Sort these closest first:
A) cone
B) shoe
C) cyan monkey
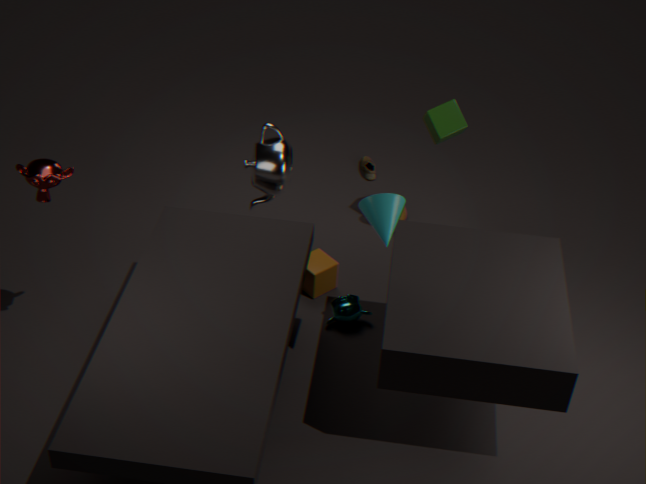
1. cone
2. cyan monkey
3. shoe
